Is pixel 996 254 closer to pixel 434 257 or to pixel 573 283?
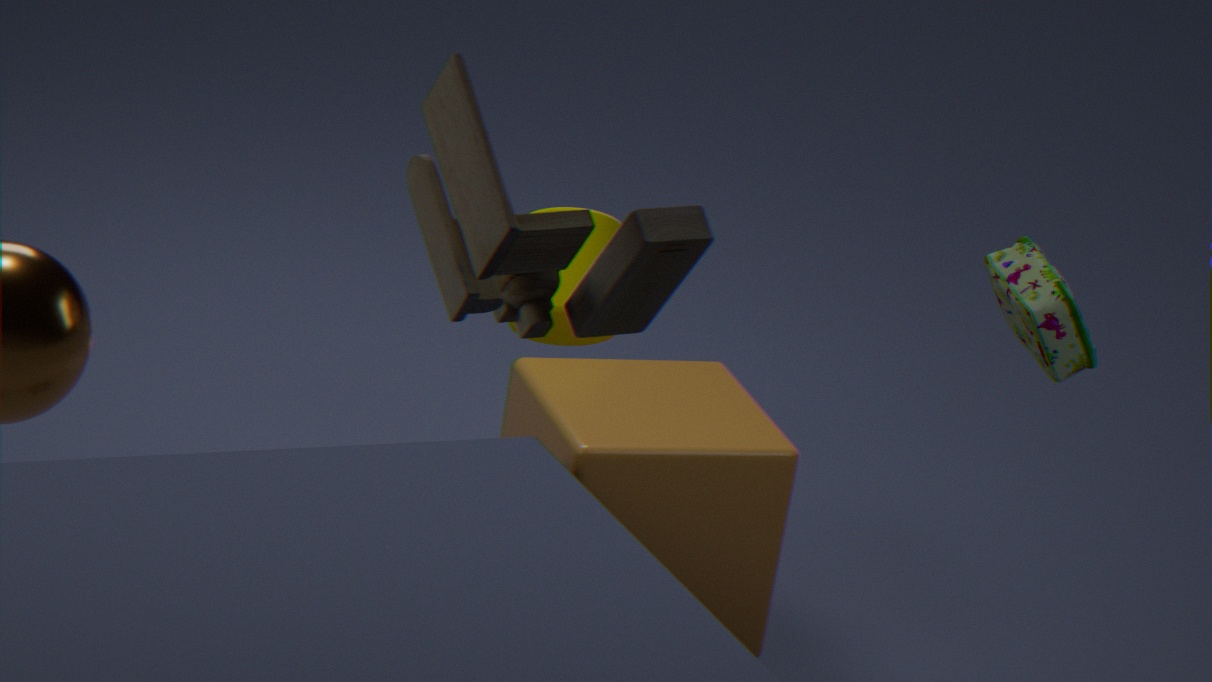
pixel 573 283
